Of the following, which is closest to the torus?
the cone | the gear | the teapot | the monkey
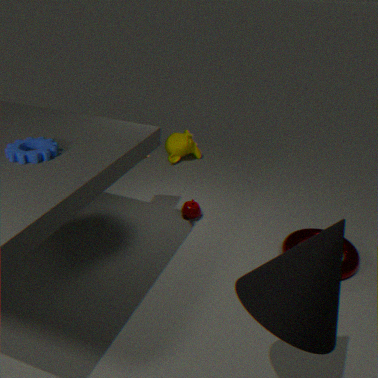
the teapot
